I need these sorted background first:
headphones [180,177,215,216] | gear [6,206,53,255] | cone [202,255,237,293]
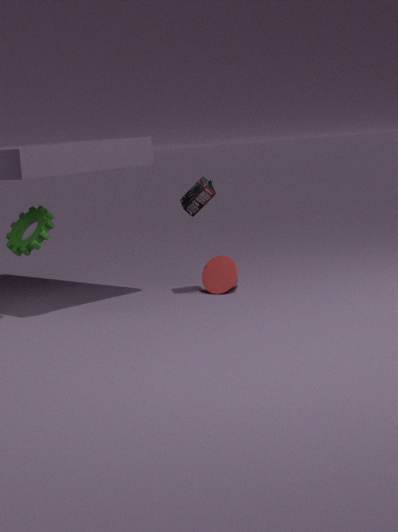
1. cone [202,255,237,293]
2. headphones [180,177,215,216]
3. gear [6,206,53,255]
